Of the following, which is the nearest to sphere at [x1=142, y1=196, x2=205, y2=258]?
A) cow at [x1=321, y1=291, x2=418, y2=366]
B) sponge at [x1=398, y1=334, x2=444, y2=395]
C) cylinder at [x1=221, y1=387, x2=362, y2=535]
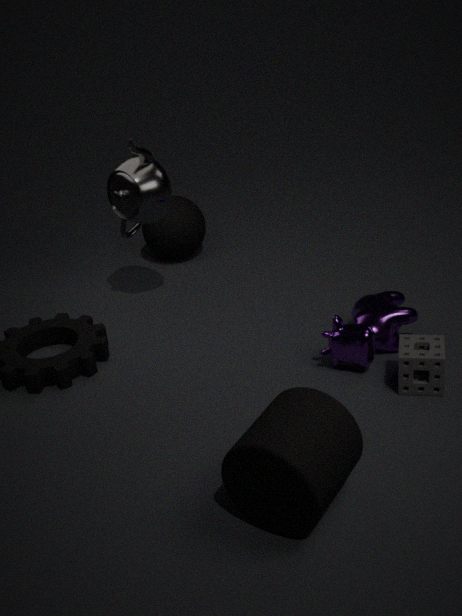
cow at [x1=321, y1=291, x2=418, y2=366]
